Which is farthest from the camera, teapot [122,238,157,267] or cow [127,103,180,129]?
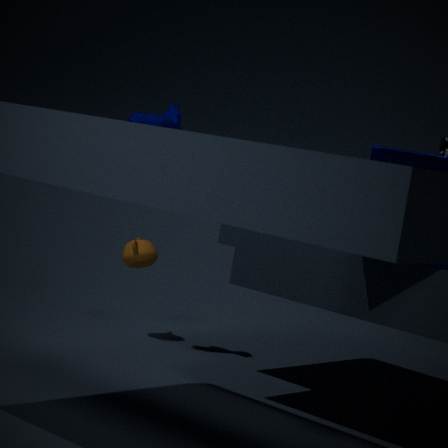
teapot [122,238,157,267]
